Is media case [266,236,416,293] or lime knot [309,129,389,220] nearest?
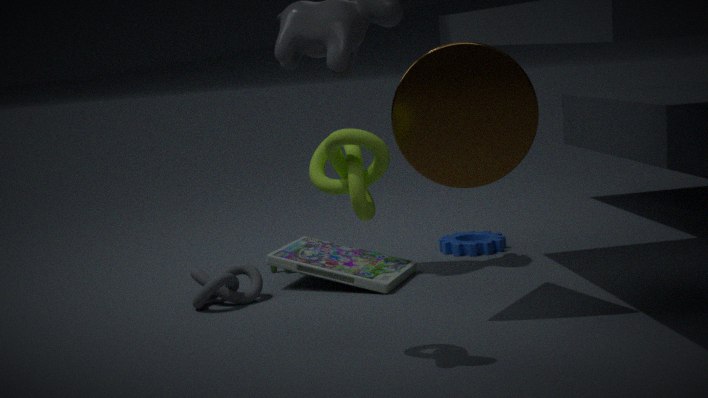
lime knot [309,129,389,220]
